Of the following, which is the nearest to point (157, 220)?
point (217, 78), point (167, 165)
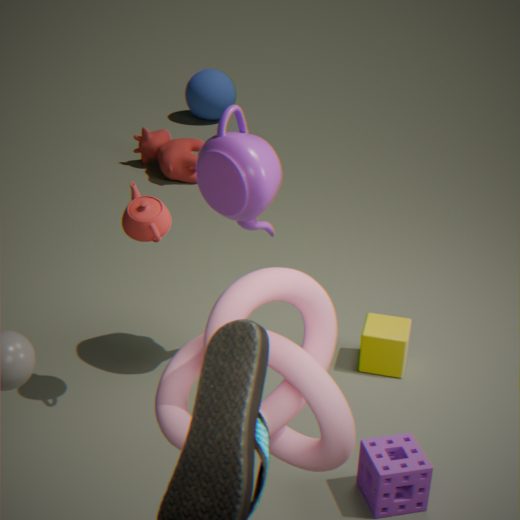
point (167, 165)
